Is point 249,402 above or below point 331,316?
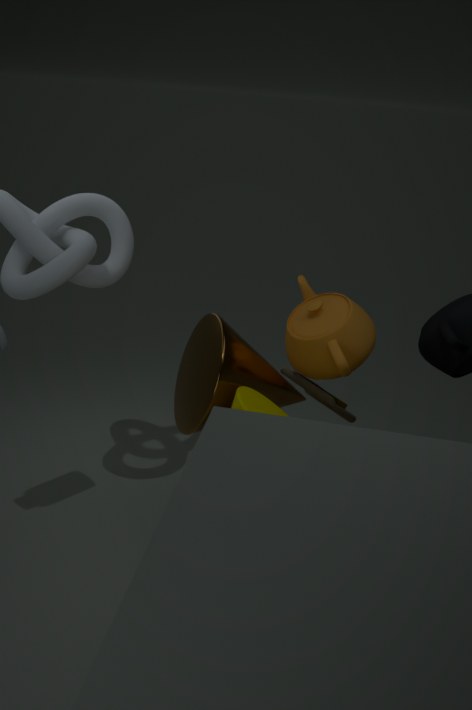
Result: below
